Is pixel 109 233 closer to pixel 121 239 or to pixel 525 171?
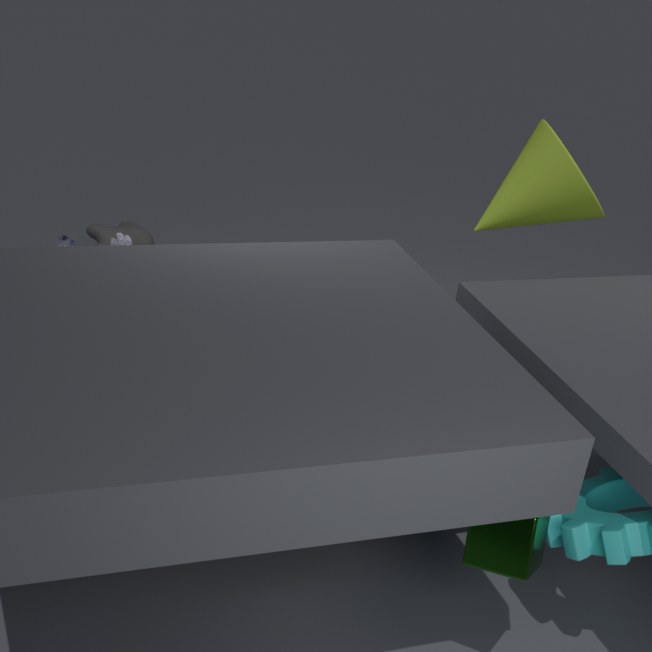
pixel 121 239
